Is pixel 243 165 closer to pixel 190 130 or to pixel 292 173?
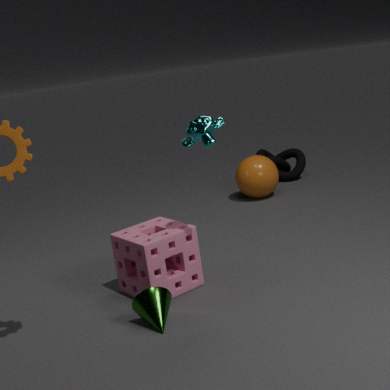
pixel 292 173
